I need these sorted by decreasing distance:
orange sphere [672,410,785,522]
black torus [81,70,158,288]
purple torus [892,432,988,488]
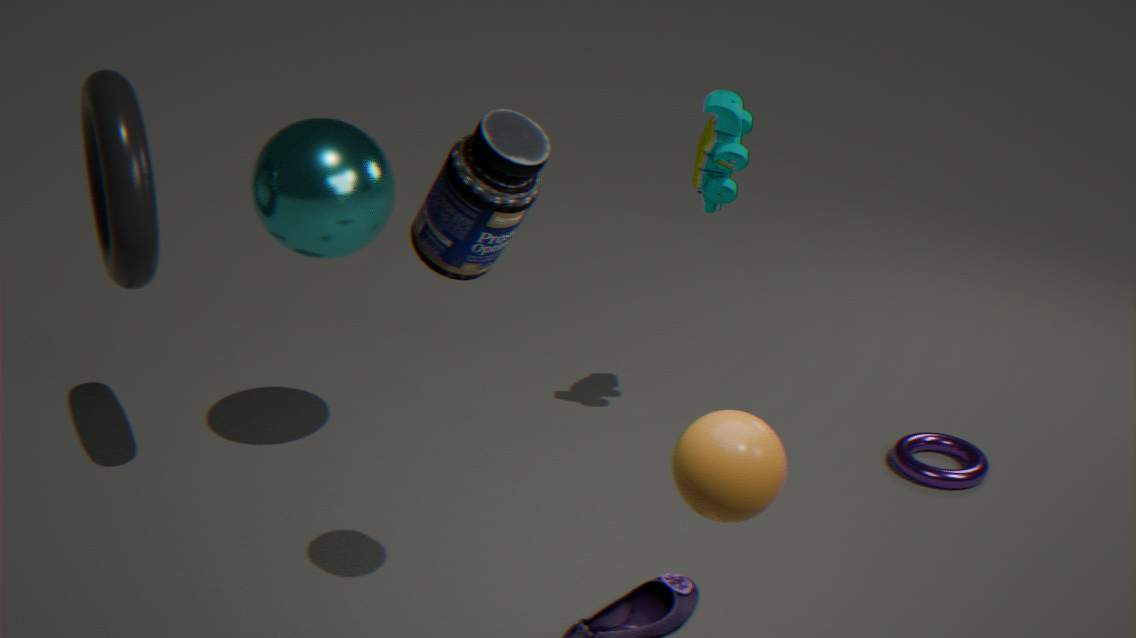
purple torus [892,432,988,488] → black torus [81,70,158,288] → orange sphere [672,410,785,522]
